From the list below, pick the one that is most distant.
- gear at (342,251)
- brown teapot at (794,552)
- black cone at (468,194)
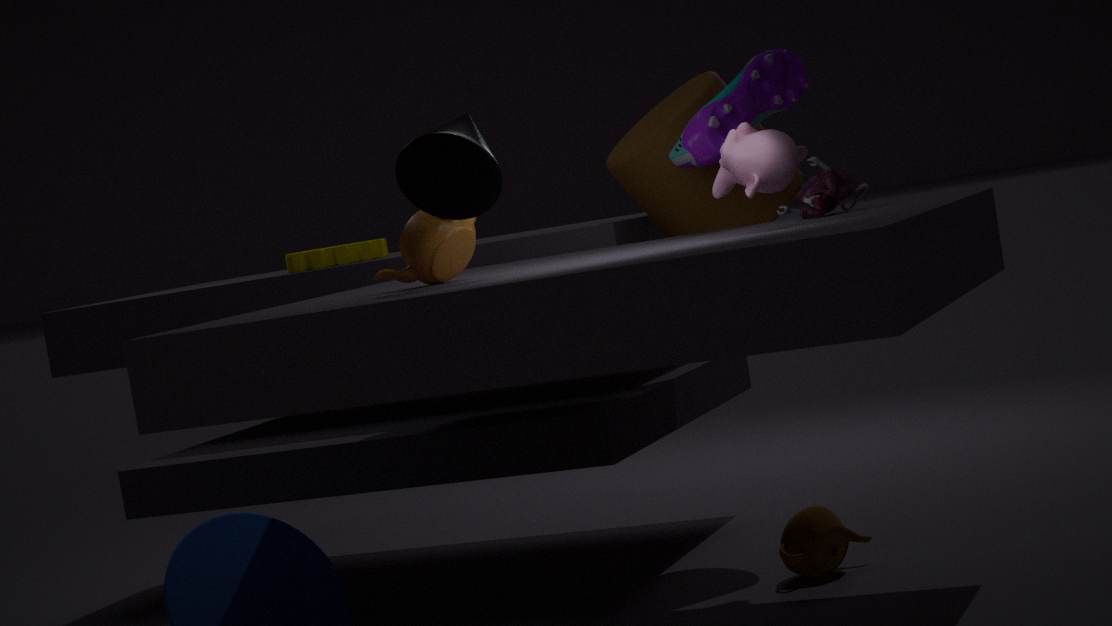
gear at (342,251)
